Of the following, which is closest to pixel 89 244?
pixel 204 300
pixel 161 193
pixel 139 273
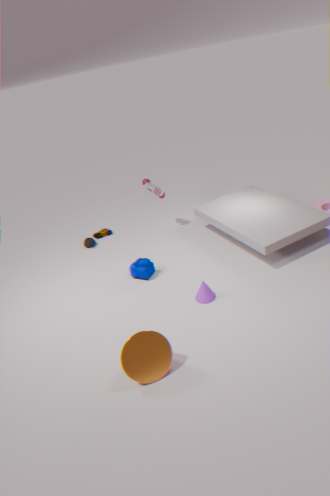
pixel 161 193
